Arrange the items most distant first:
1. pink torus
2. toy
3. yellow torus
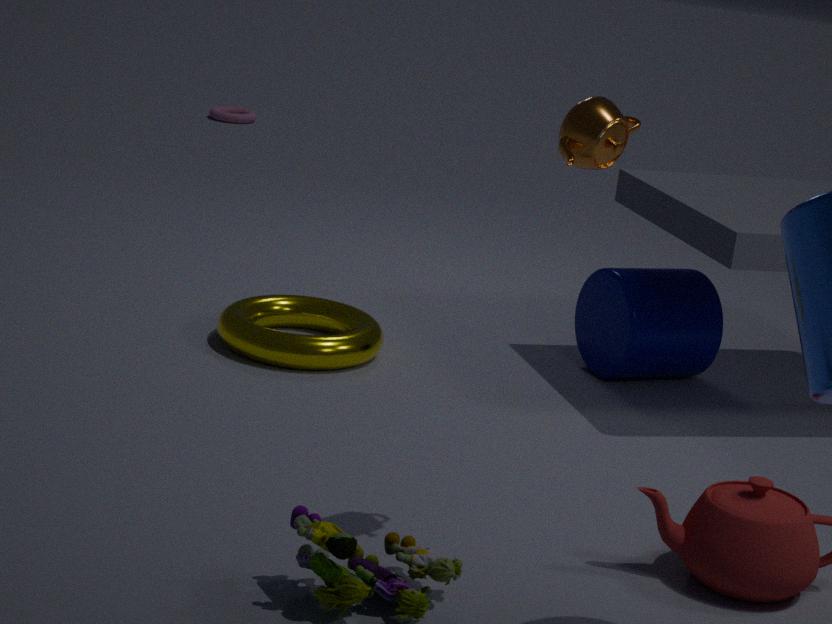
1. pink torus
2. yellow torus
3. toy
